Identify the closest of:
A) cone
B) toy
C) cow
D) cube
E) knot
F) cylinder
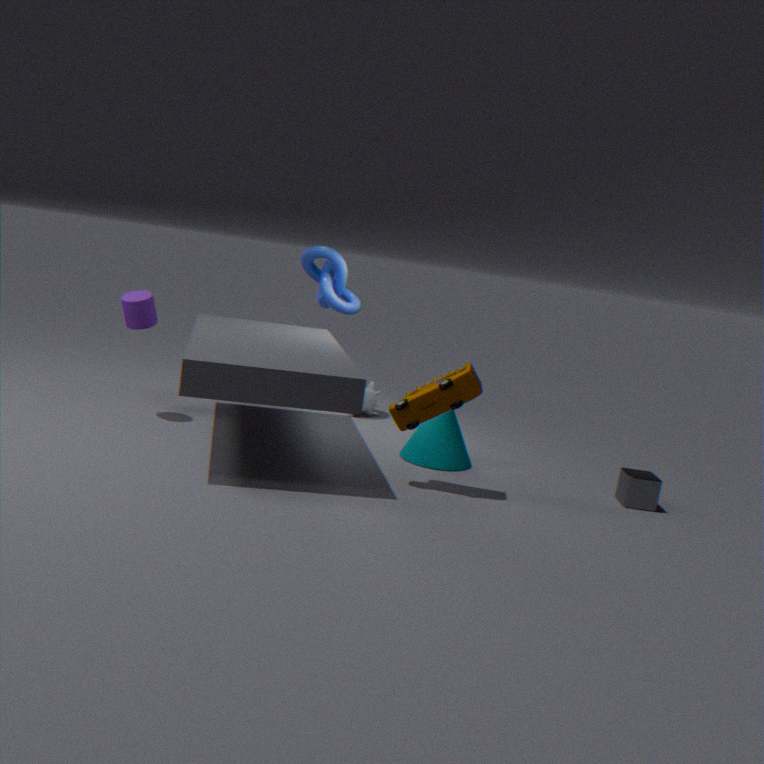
toy
